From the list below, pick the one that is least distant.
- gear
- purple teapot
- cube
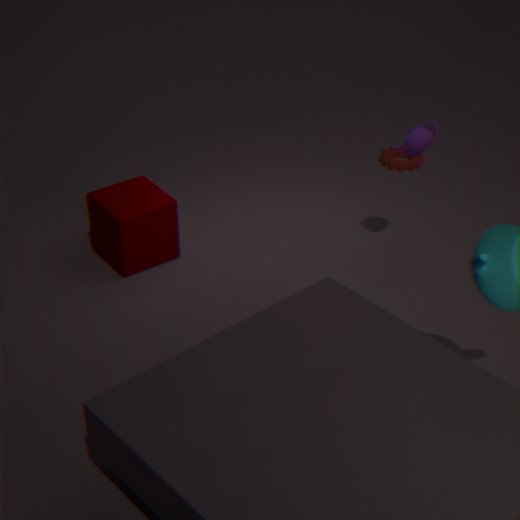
purple teapot
